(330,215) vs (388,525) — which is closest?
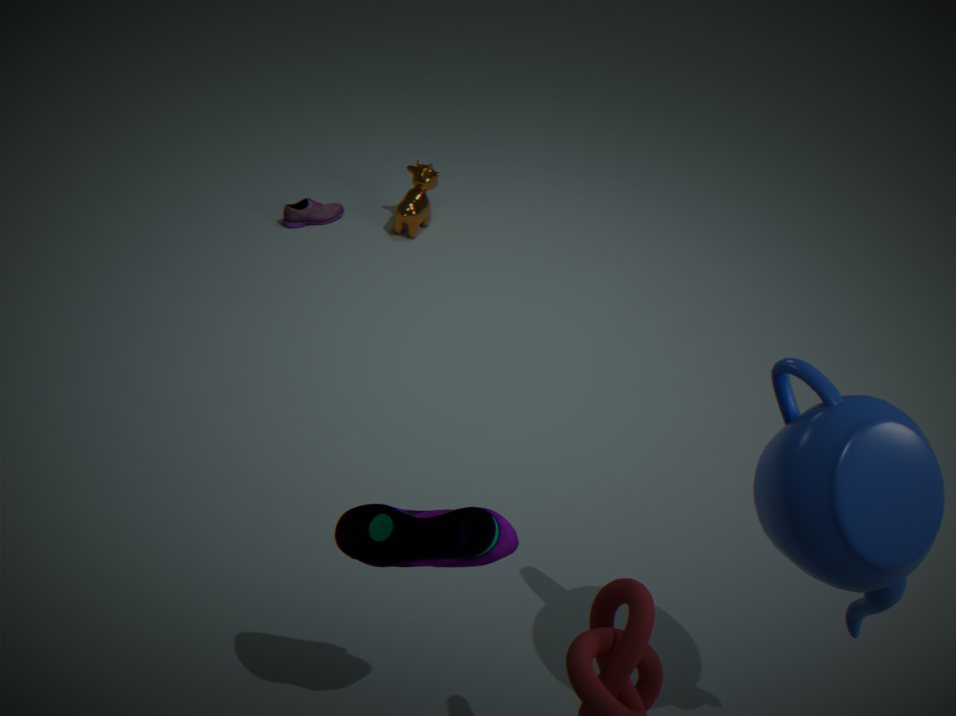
(388,525)
